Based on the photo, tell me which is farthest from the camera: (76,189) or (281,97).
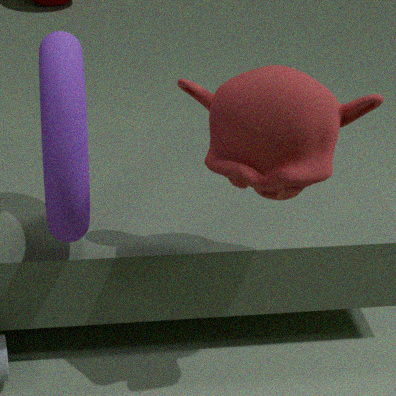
(76,189)
